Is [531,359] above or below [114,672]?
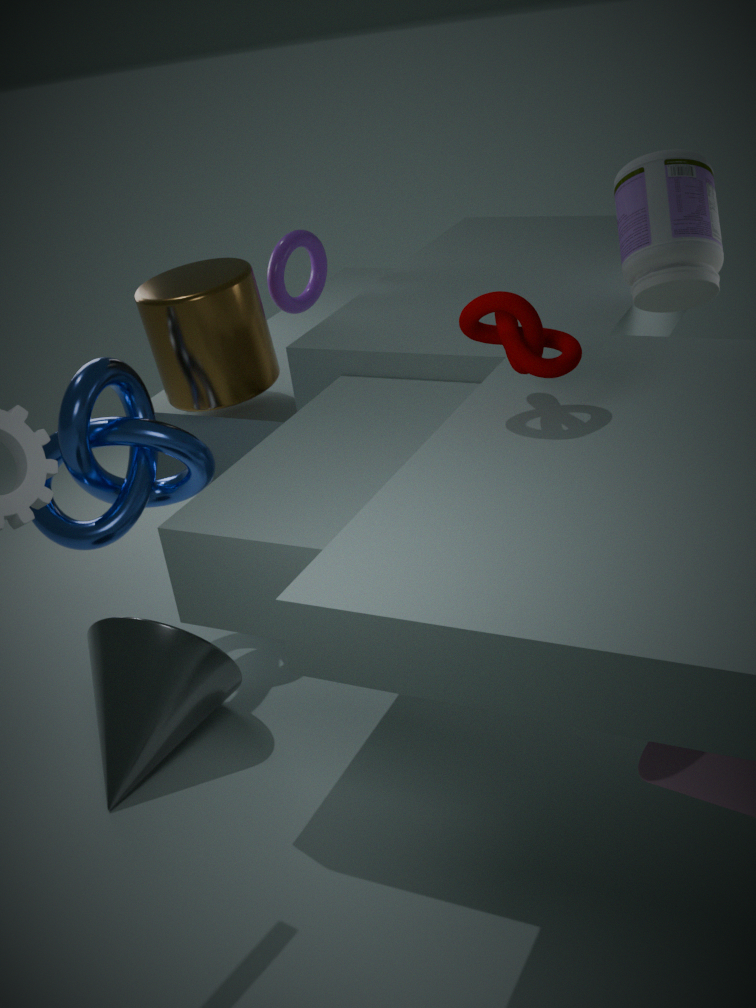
above
